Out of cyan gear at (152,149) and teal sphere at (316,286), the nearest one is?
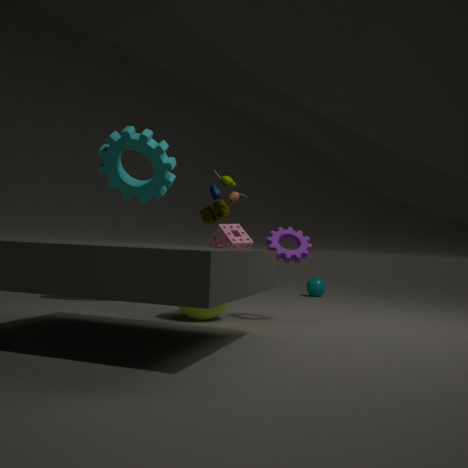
cyan gear at (152,149)
